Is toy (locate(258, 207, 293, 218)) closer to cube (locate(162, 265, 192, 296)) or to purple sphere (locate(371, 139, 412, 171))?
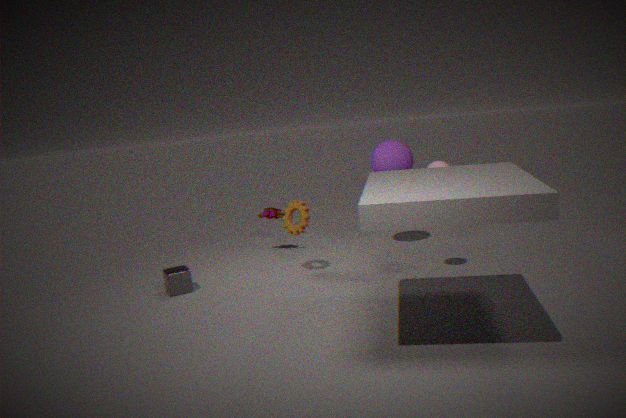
purple sphere (locate(371, 139, 412, 171))
